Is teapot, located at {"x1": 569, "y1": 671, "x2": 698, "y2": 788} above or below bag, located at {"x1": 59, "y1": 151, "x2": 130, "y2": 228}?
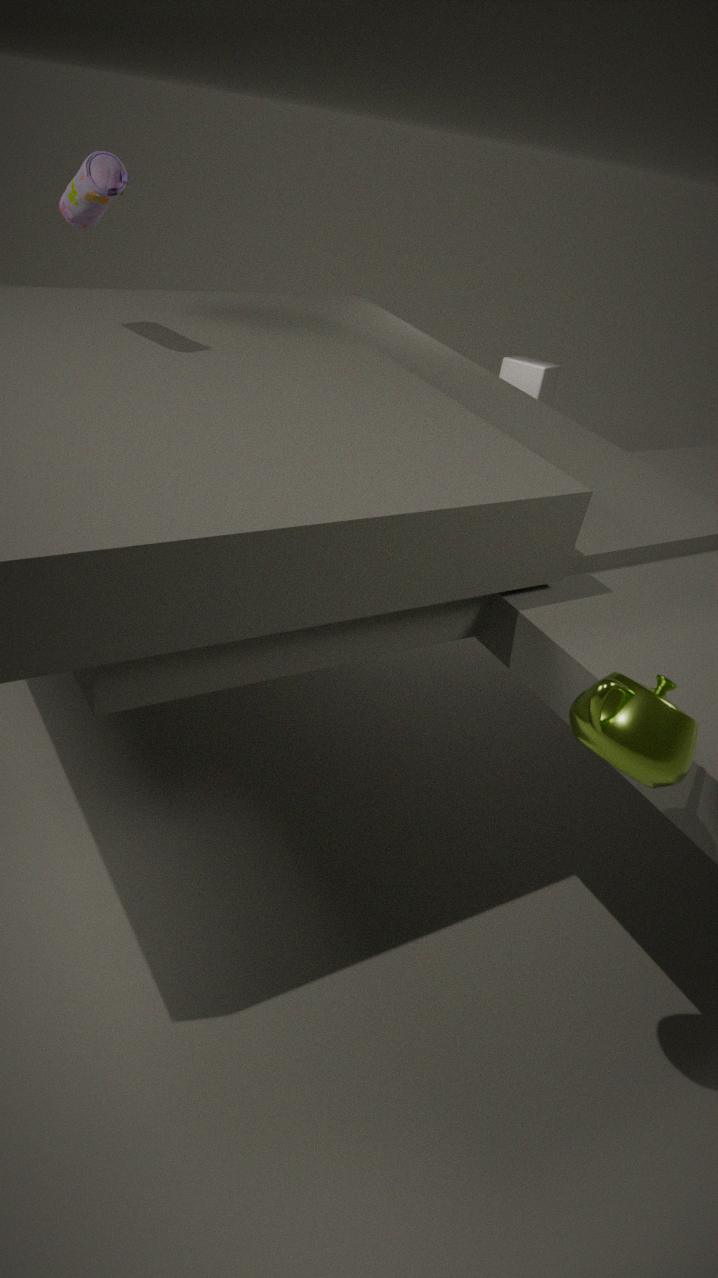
below
